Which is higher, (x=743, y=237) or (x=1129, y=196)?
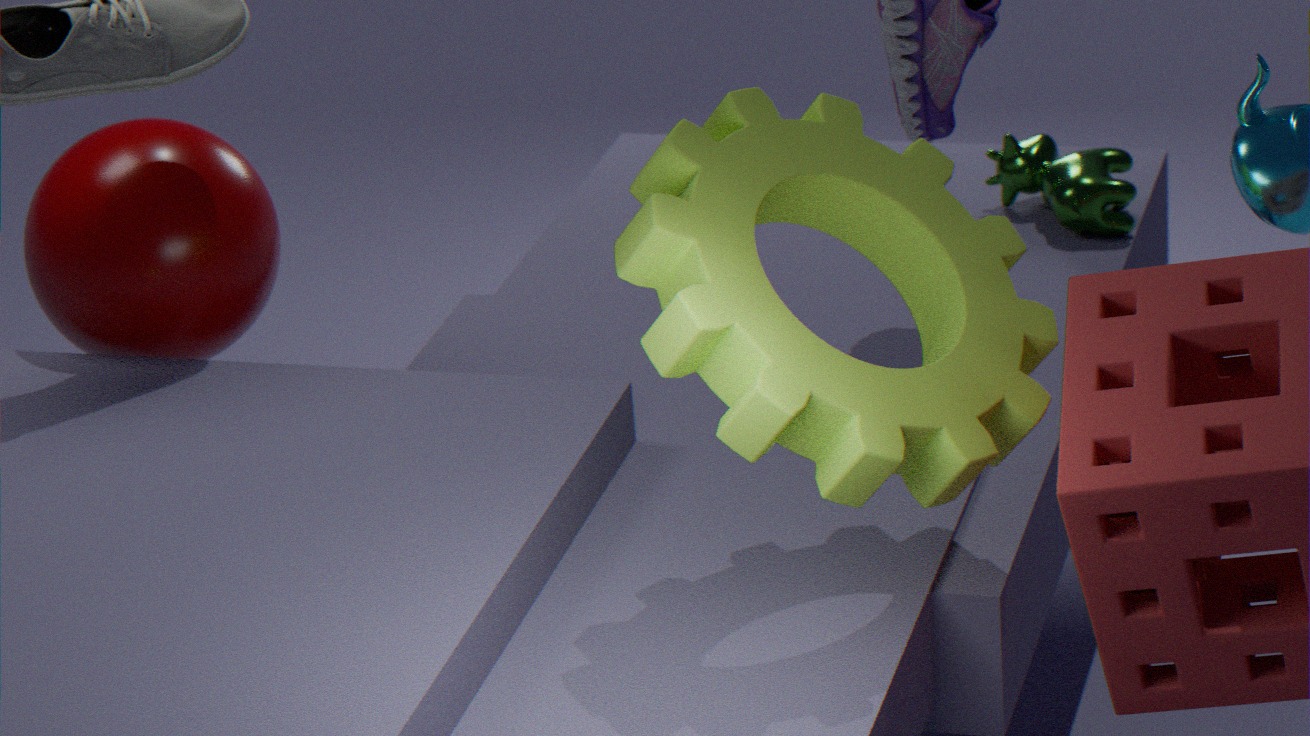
(x=743, y=237)
